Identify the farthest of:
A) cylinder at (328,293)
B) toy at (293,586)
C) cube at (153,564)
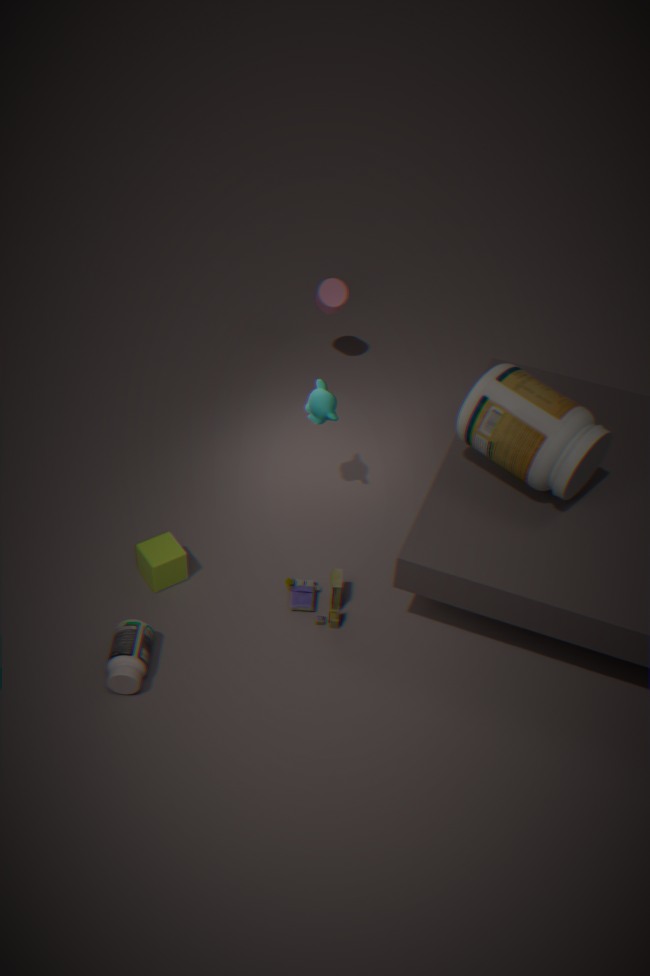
cylinder at (328,293)
